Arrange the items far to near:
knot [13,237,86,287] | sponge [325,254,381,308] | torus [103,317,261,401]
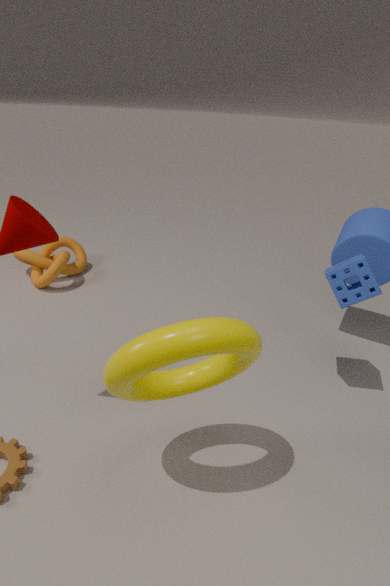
1. knot [13,237,86,287]
2. sponge [325,254,381,308]
3. torus [103,317,261,401]
